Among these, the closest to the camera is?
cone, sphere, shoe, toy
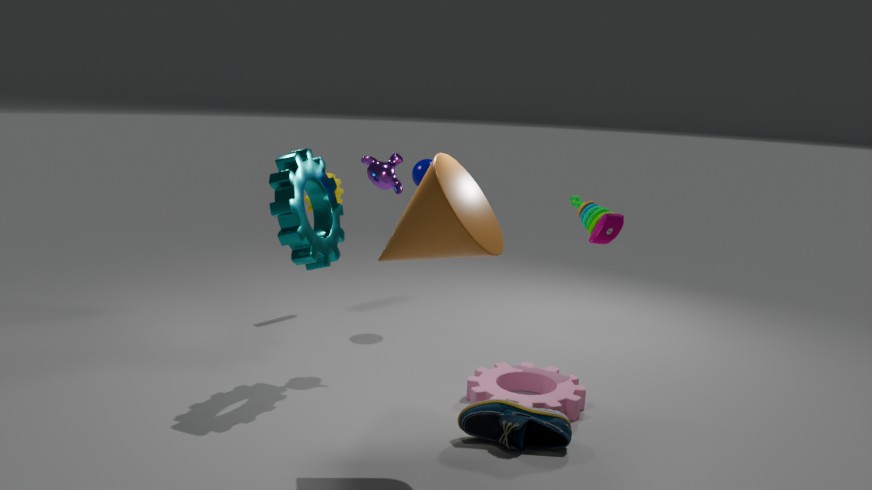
cone
